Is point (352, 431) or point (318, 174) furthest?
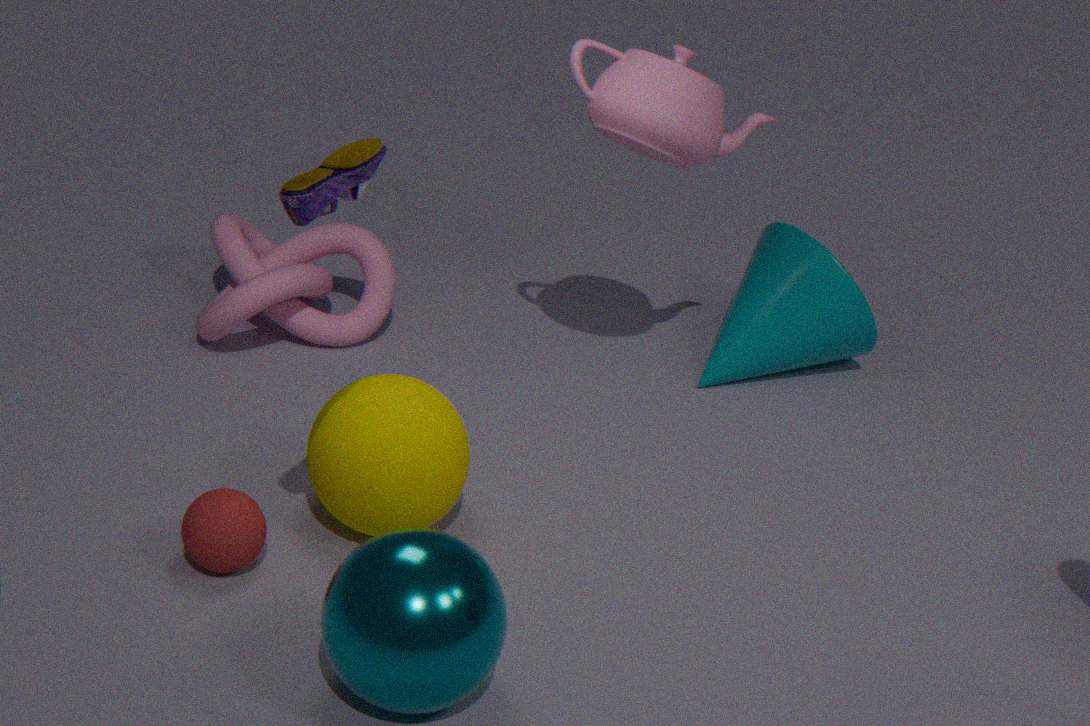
point (352, 431)
